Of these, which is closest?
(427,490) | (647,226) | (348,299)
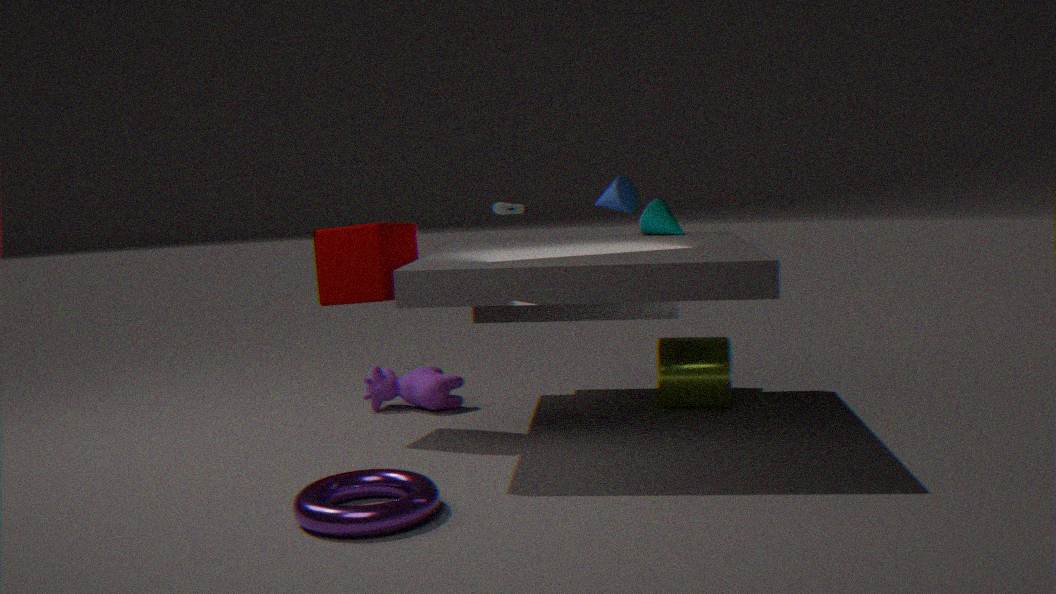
(427,490)
